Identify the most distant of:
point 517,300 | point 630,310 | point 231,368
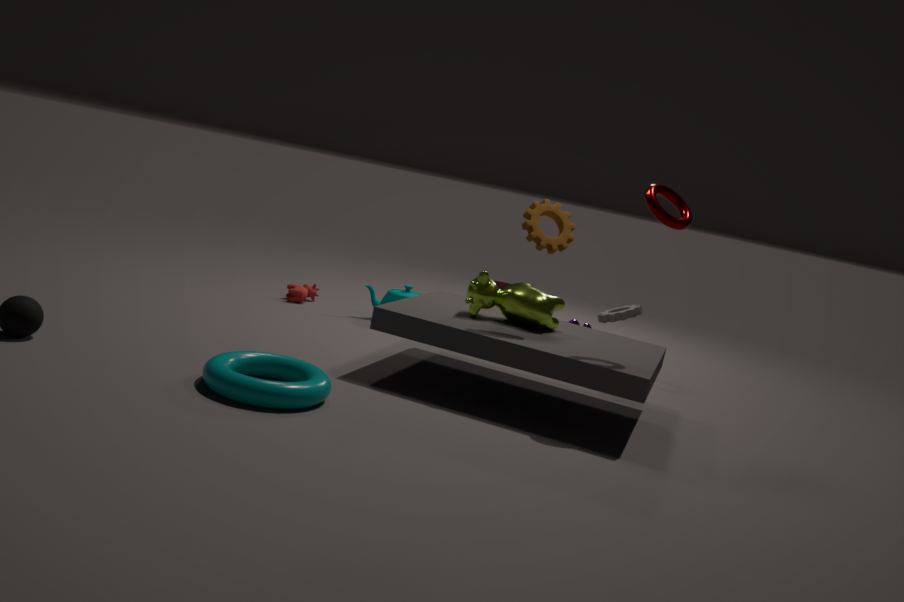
point 630,310
